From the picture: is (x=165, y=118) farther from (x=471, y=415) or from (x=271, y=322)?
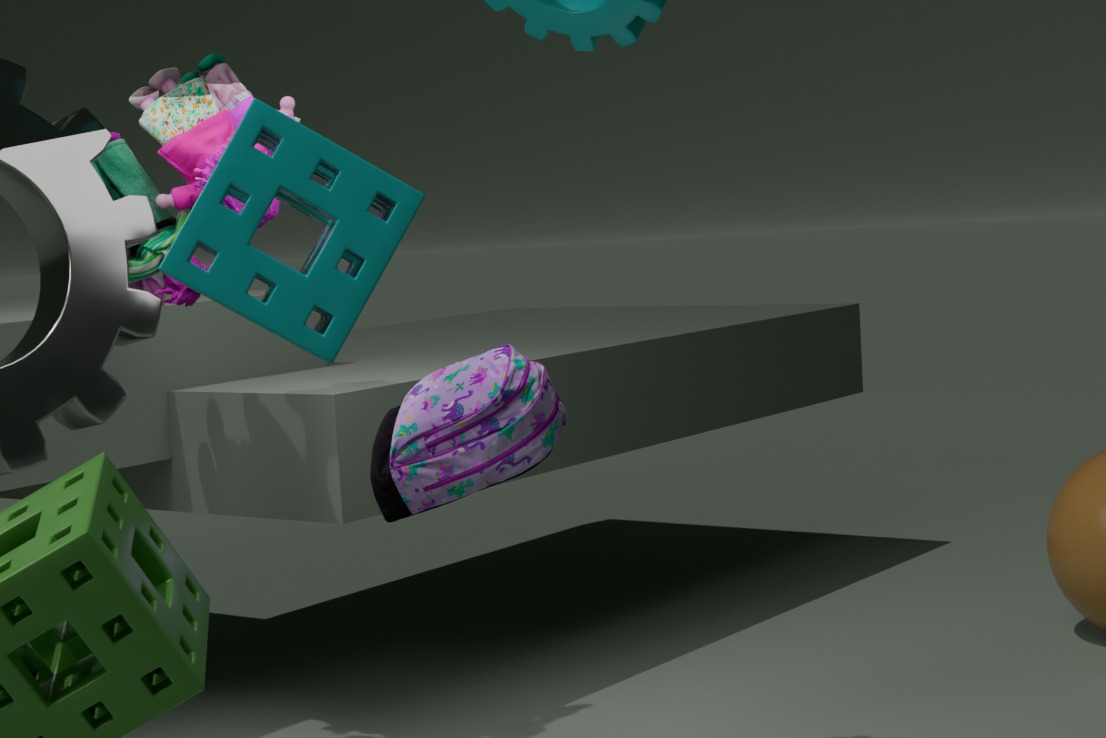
(x=271, y=322)
